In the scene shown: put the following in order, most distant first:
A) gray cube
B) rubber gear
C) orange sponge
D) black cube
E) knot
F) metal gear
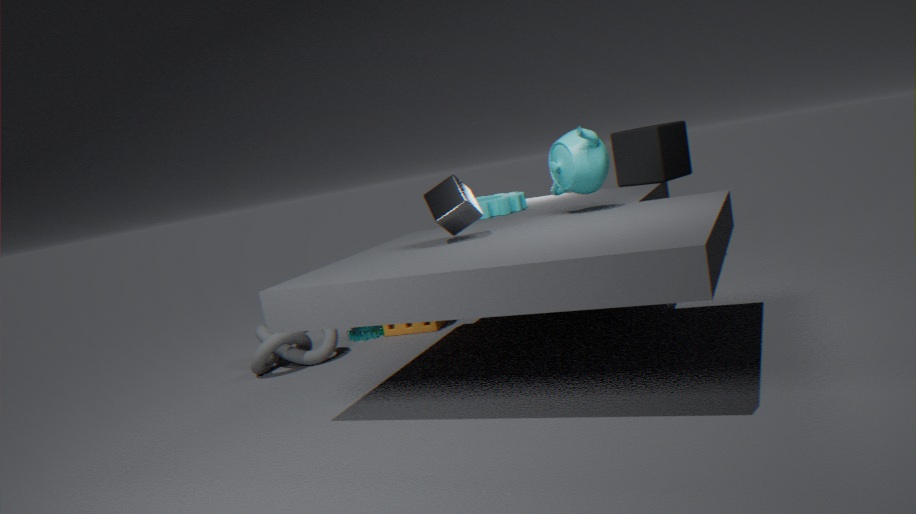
metal gear, black cube, orange sponge, rubber gear, knot, gray cube
